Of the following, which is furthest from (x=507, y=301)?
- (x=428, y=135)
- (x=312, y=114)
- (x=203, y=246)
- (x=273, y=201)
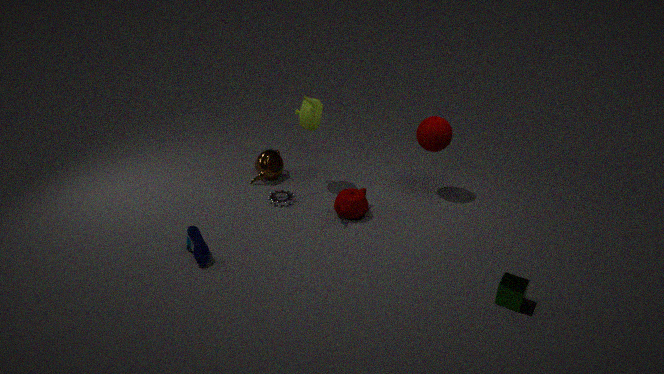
(x=312, y=114)
